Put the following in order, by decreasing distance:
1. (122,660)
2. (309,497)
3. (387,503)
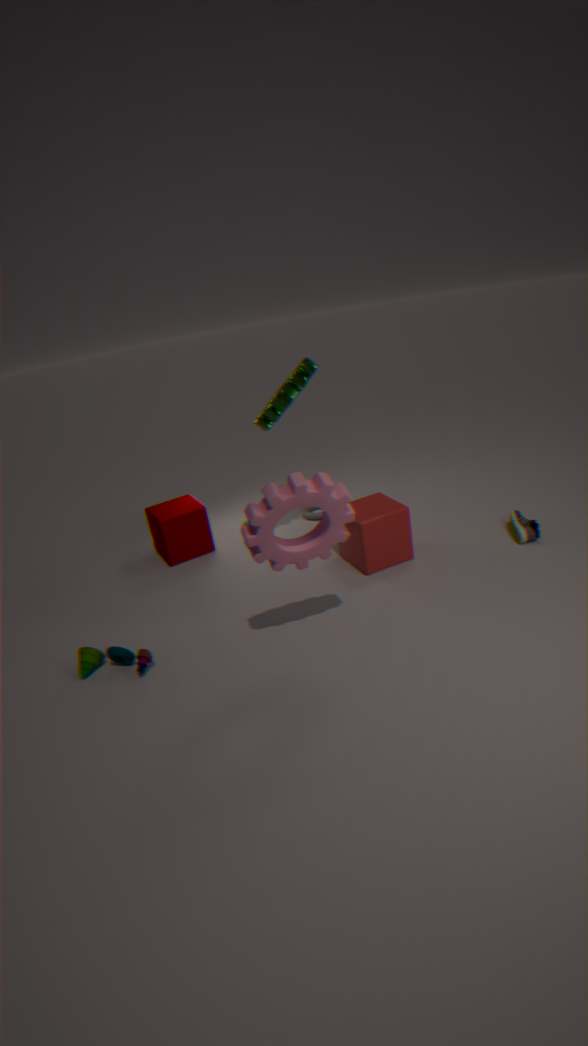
1. (387,503)
2. (122,660)
3. (309,497)
